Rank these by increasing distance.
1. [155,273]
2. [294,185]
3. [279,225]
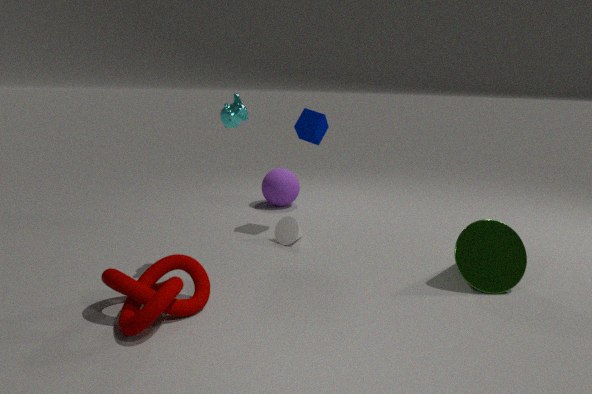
1. [155,273]
2. [279,225]
3. [294,185]
